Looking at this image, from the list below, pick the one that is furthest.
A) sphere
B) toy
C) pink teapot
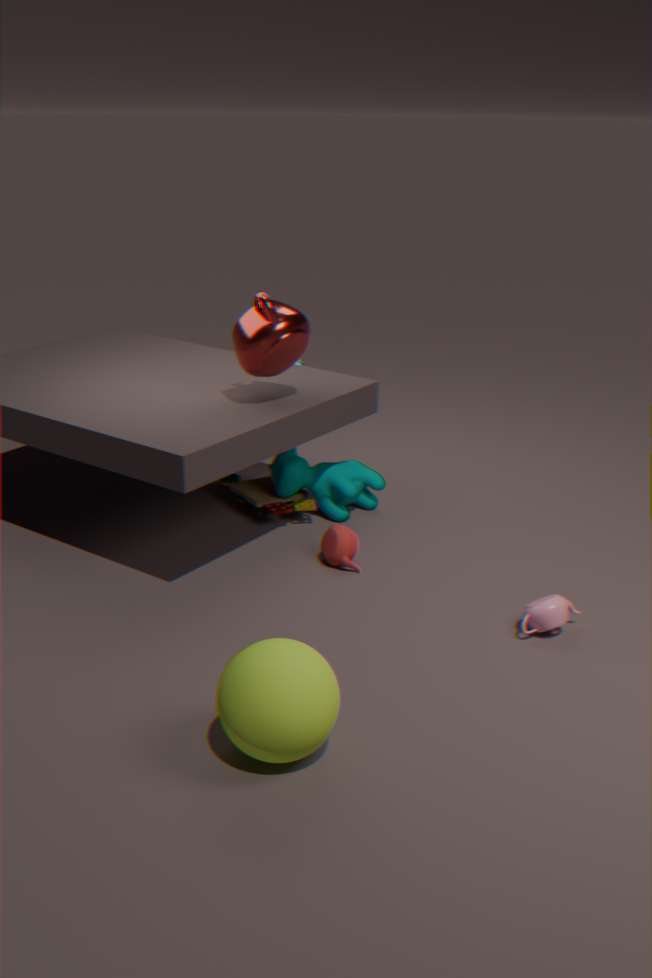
B. toy
